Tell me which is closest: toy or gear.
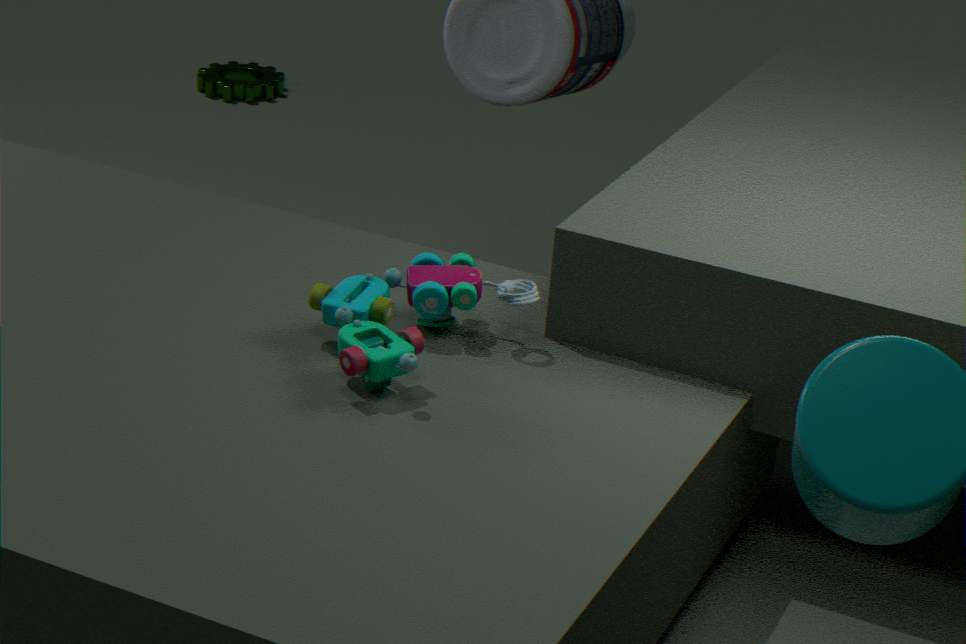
toy
